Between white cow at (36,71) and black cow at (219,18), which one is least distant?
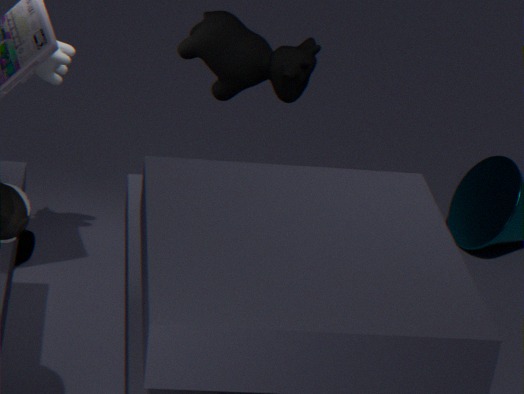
white cow at (36,71)
